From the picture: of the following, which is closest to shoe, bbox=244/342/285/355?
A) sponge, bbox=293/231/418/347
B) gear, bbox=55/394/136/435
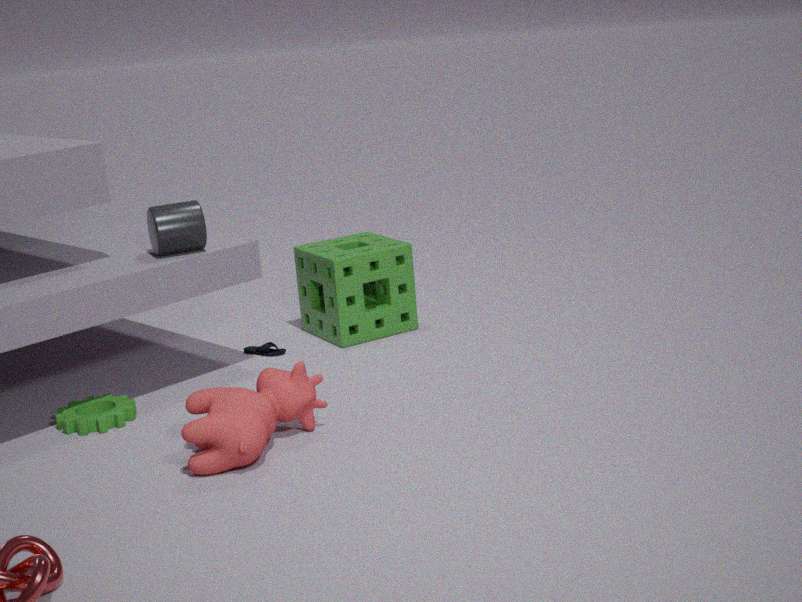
sponge, bbox=293/231/418/347
